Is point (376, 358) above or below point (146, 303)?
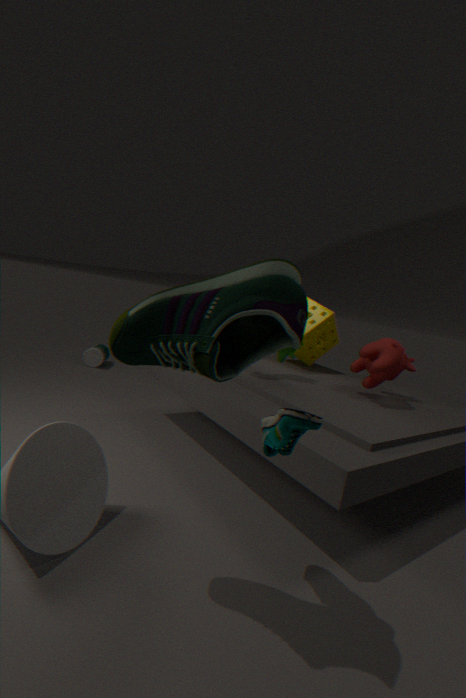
below
